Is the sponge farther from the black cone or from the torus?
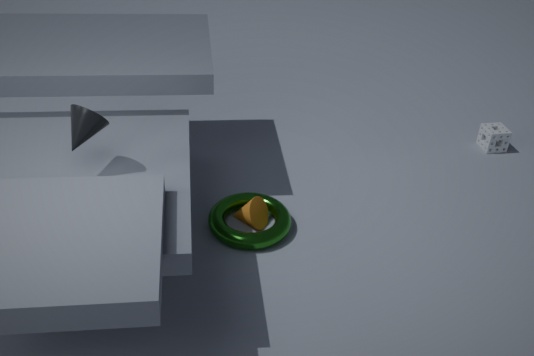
the black cone
